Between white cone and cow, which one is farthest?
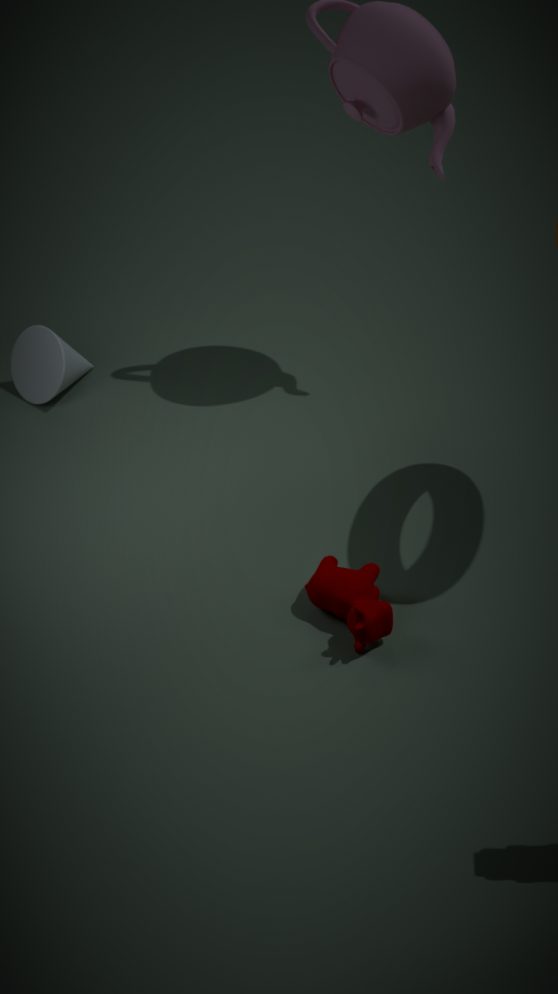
white cone
